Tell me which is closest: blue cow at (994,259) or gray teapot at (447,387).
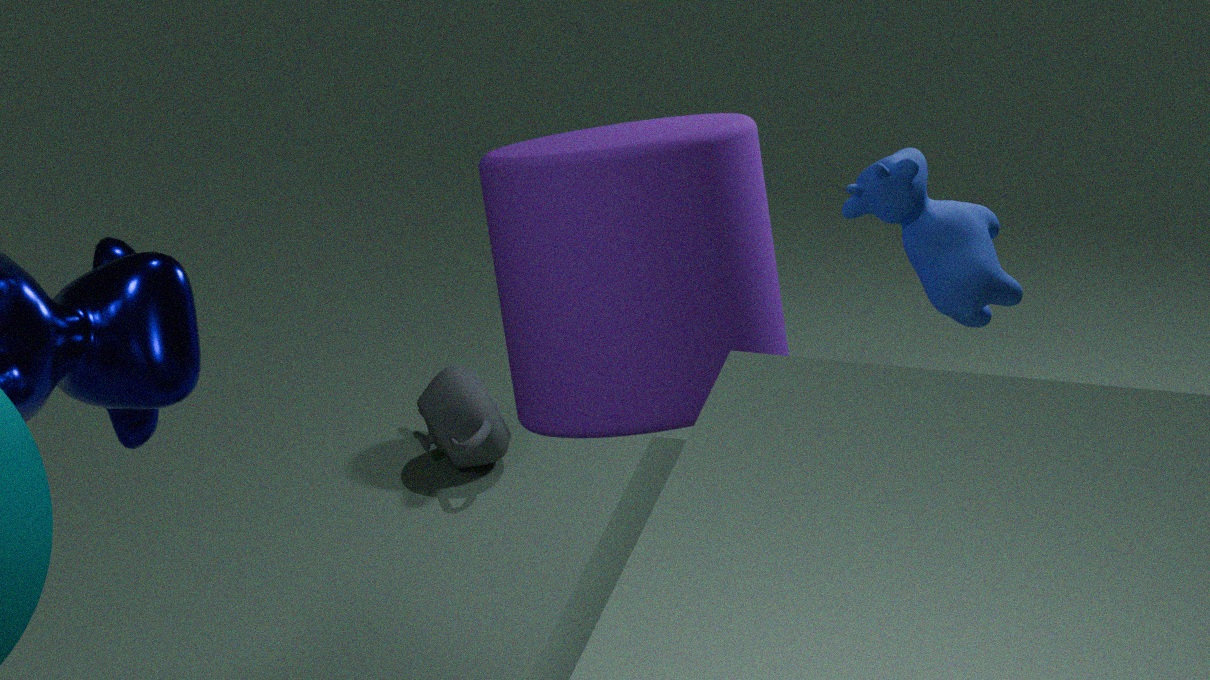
blue cow at (994,259)
